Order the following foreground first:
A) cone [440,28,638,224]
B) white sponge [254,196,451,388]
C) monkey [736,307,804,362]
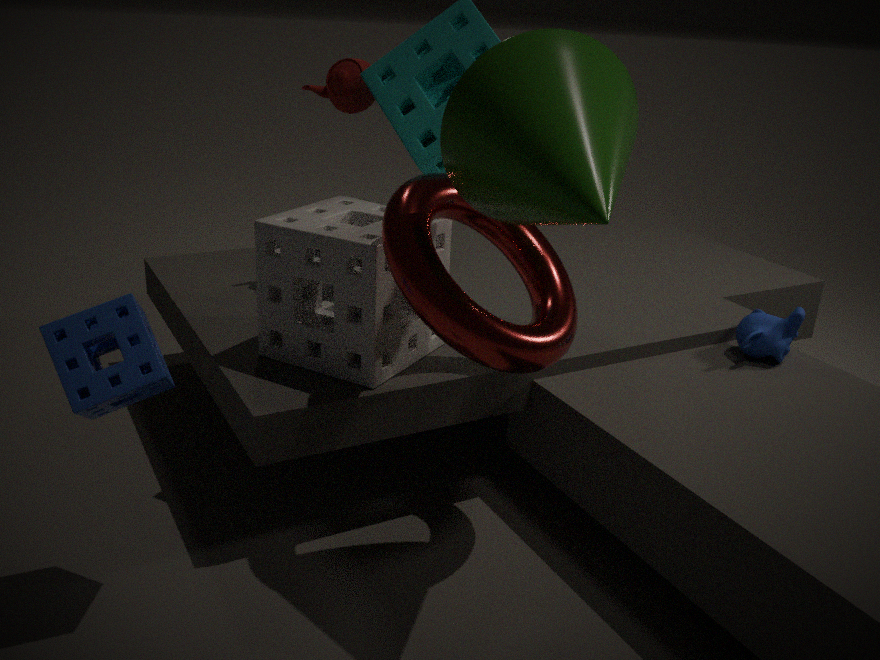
cone [440,28,638,224] → white sponge [254,196,451,388] → monkey [736,307,804,362]
